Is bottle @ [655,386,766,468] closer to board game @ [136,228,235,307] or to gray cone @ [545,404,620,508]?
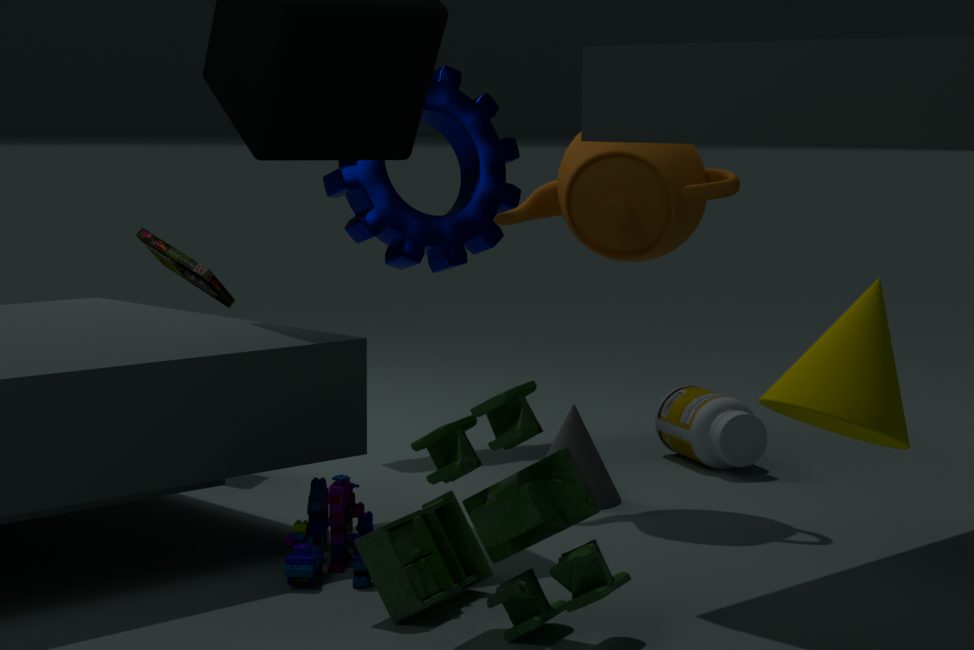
gray cone @ [545,404,620,508]
